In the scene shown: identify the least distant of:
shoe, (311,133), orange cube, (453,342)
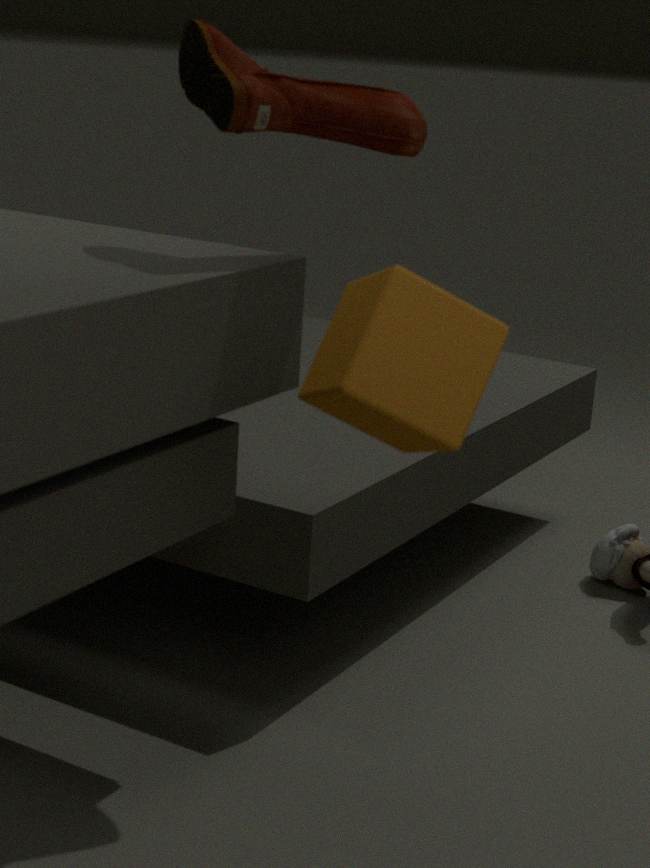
orange cube
